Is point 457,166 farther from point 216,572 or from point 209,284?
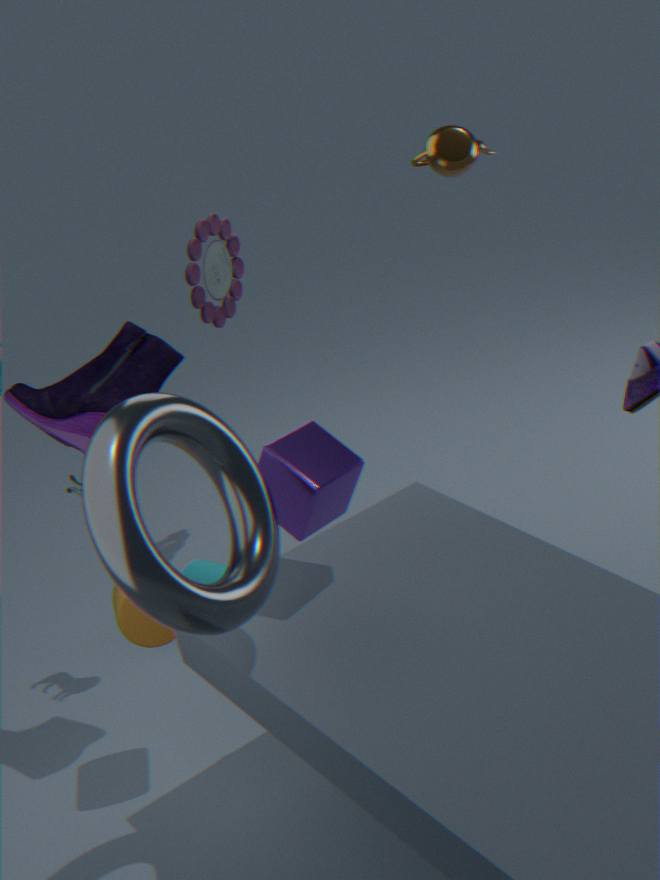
point 216,572
